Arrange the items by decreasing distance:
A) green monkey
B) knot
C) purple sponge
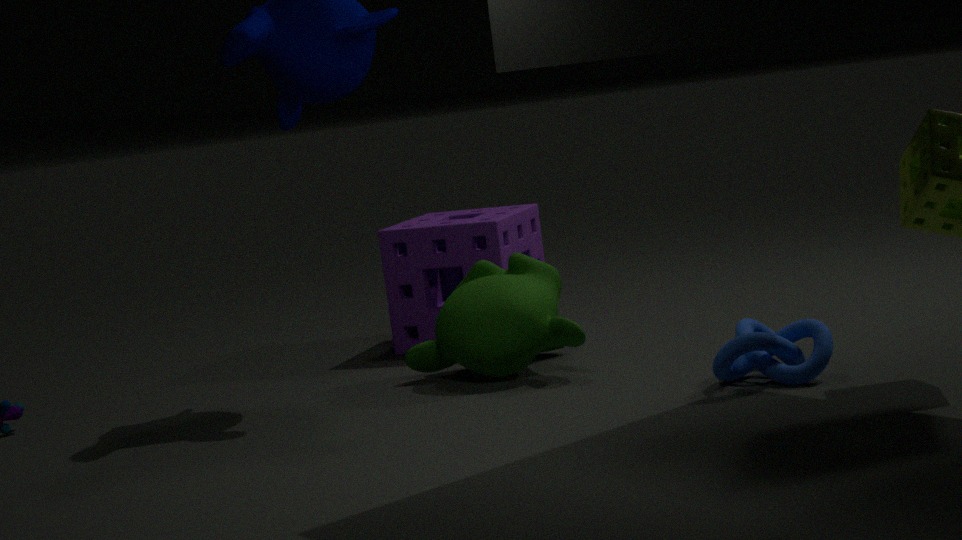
purple sponge
green monkey
knot
